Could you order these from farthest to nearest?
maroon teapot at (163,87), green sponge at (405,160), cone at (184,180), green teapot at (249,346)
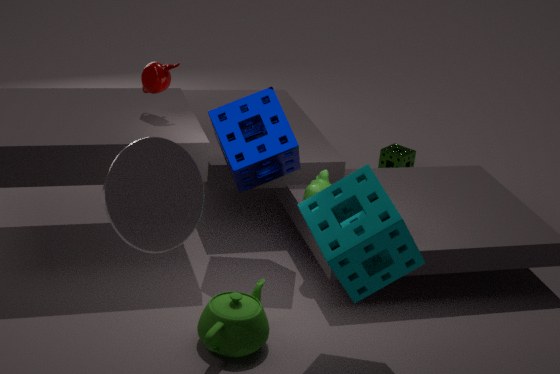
green sponge at (405,160)
maroon teapot at (163,87)
green teapot at (249,346)
cone at (184,180)
